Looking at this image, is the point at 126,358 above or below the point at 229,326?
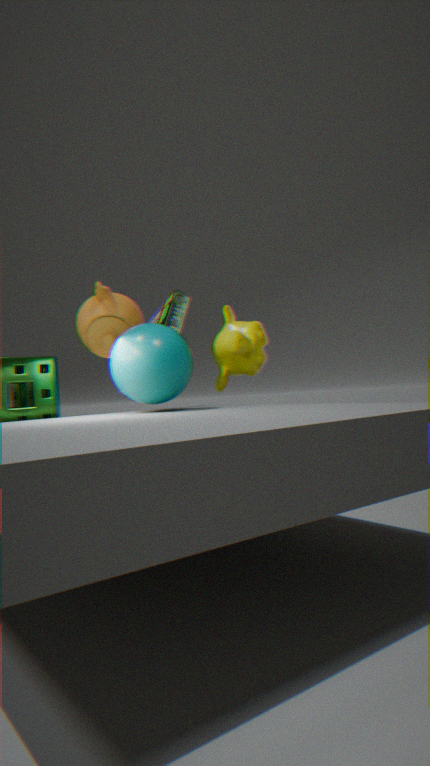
below
